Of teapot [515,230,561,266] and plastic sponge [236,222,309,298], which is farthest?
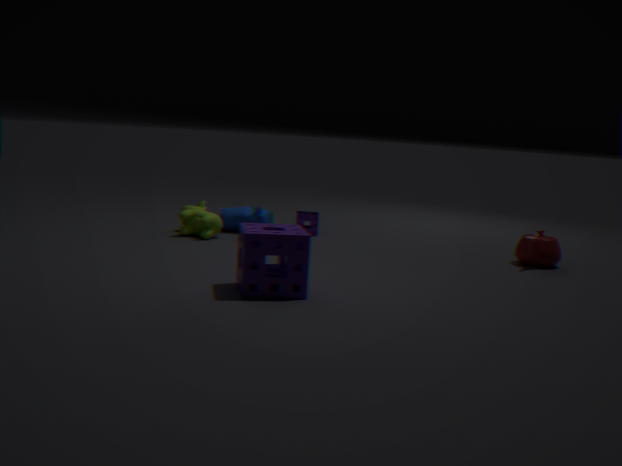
teapot [515,230,561,266]
